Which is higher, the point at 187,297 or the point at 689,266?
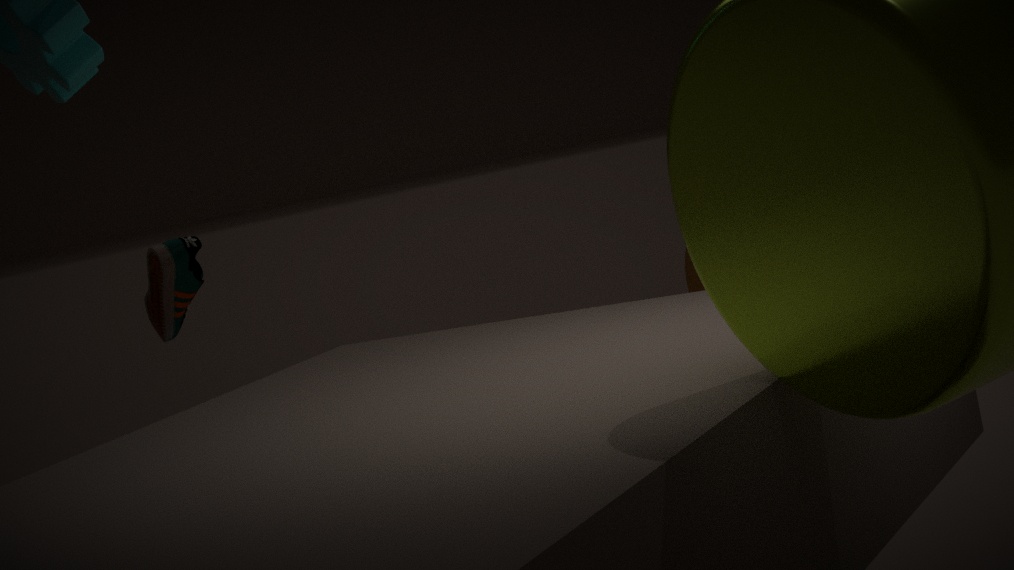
the point at 187,297
